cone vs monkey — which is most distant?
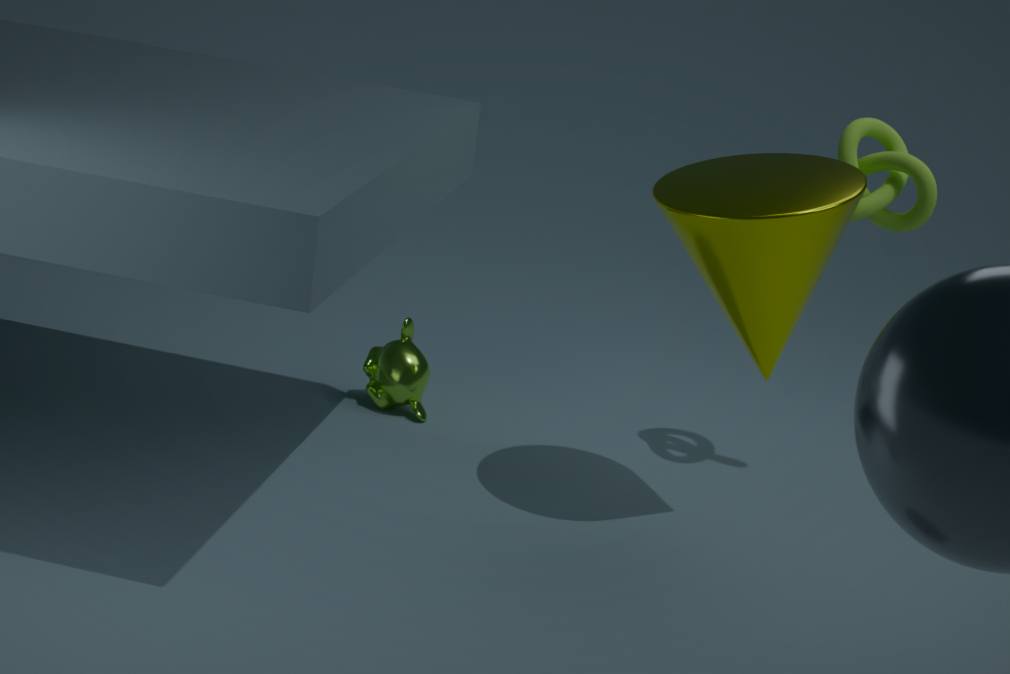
monkey
